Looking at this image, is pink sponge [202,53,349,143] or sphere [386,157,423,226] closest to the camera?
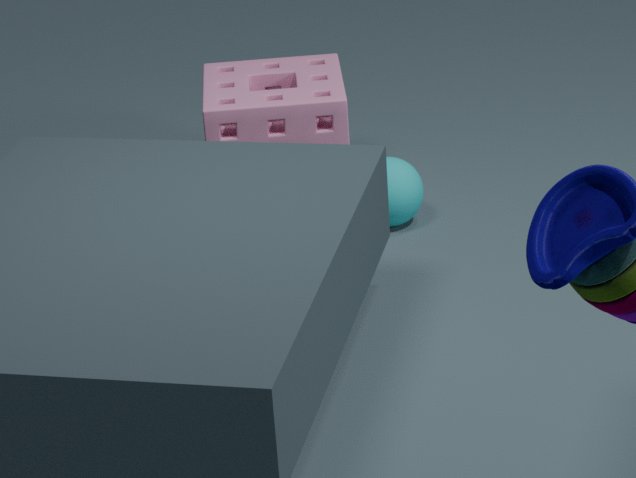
pink sponge [202,53,349,143]
